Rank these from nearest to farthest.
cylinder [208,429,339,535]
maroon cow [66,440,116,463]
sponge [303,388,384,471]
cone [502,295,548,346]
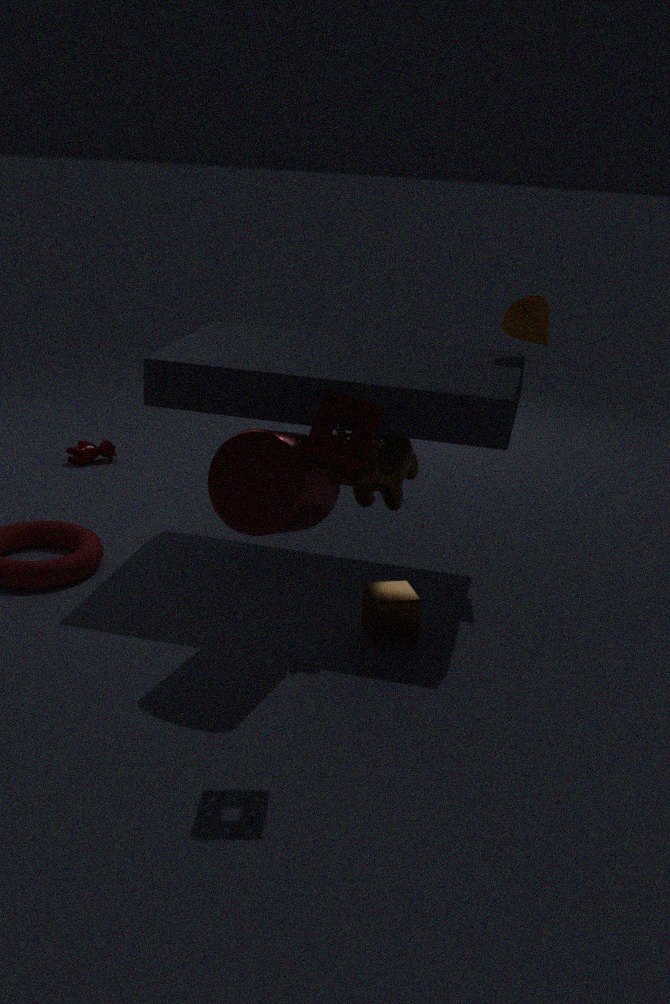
sponge [303,388,384,471] → cylinder [208,429,339,535] → cone [502,295,548,346] → maroon cow [66,440,116,463]
